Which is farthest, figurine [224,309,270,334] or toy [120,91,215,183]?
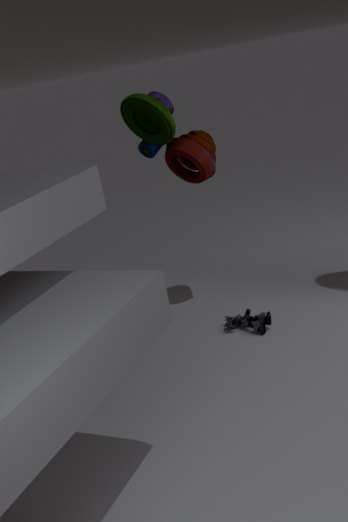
figurine [224,309,270,334]
